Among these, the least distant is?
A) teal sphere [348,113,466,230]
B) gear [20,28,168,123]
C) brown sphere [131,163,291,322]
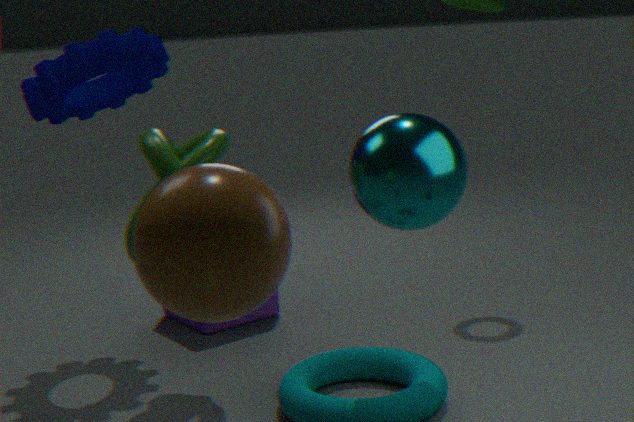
brown sphere [131,163,291,322]
